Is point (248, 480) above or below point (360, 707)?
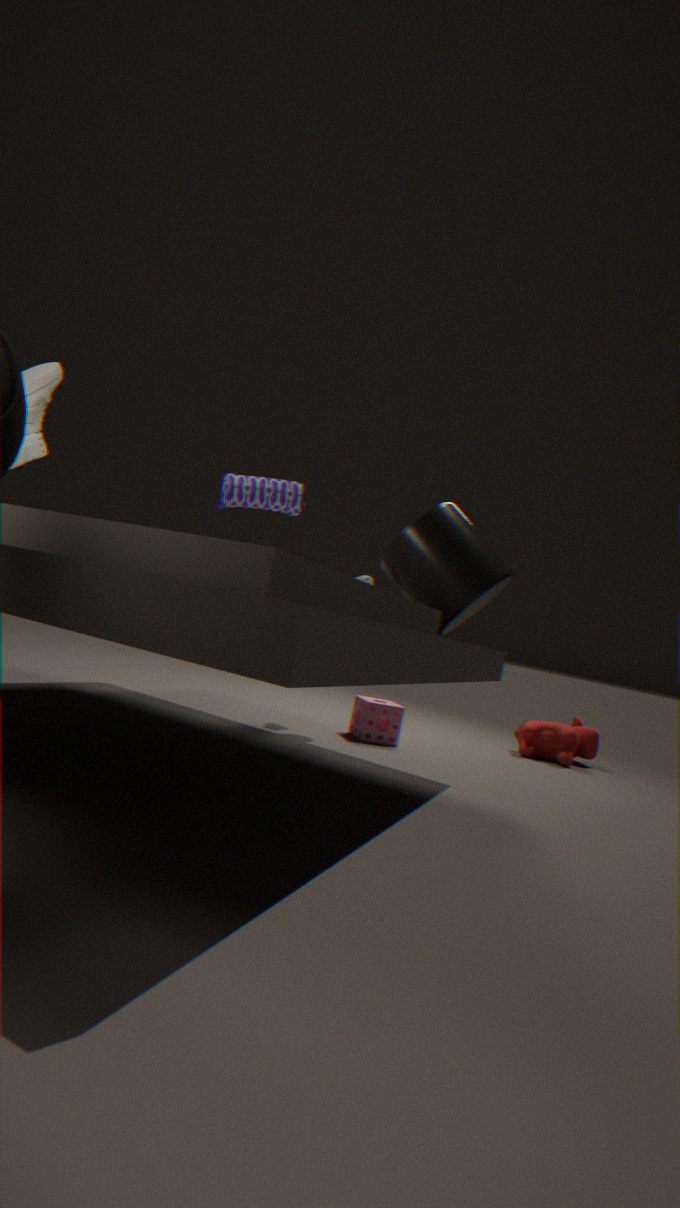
above
